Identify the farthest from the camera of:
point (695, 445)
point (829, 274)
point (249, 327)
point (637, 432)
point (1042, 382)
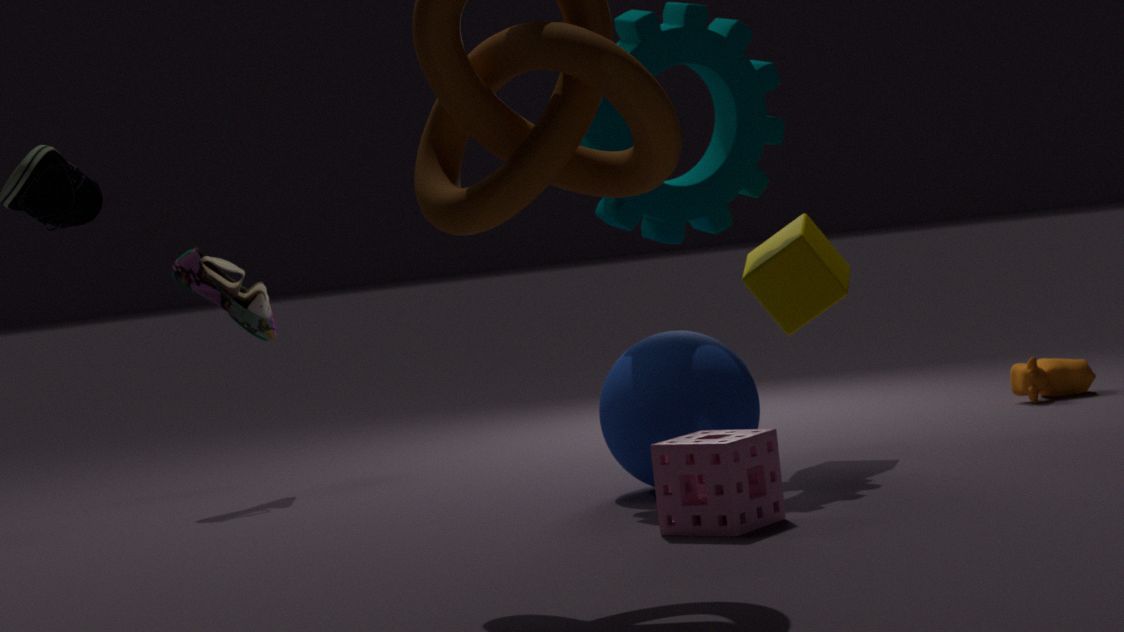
point (1042, 382)
